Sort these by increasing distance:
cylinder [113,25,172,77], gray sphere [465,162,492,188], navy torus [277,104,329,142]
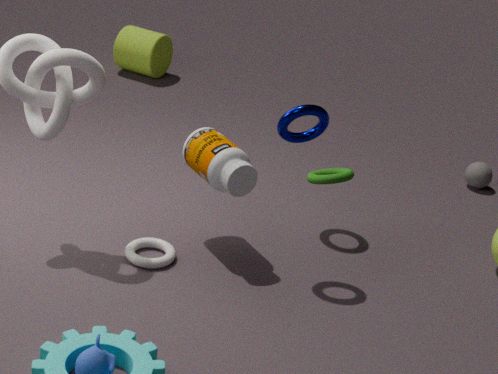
1. navy torus [277,104,329,142]
2. gray sphere [465,162,492,188]
3. cylinder [113,25,172,77]
